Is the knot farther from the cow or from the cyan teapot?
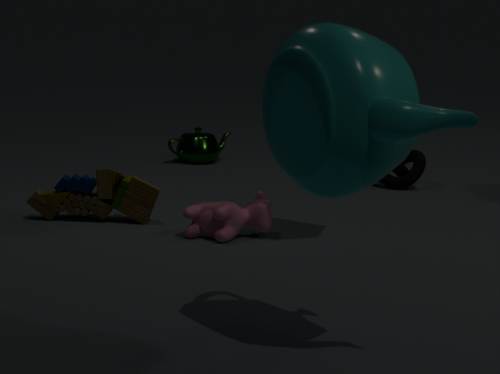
the cyan teapot
